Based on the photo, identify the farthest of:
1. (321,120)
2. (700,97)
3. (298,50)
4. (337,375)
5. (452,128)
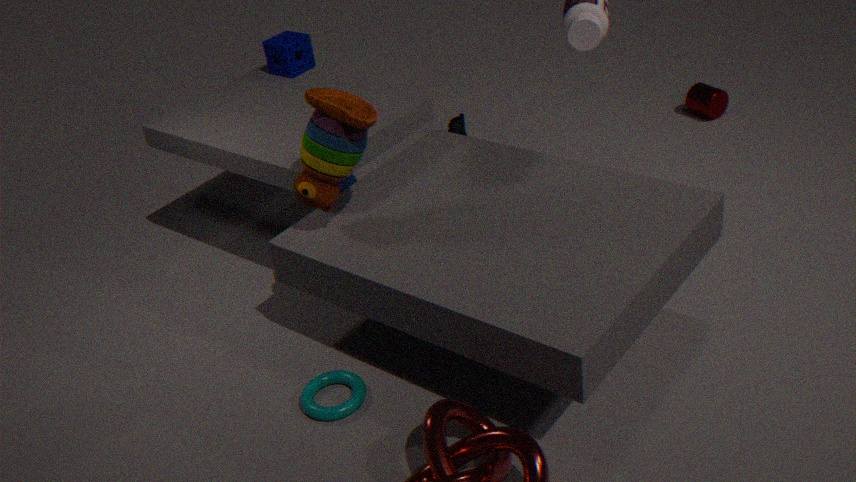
(452,128)
